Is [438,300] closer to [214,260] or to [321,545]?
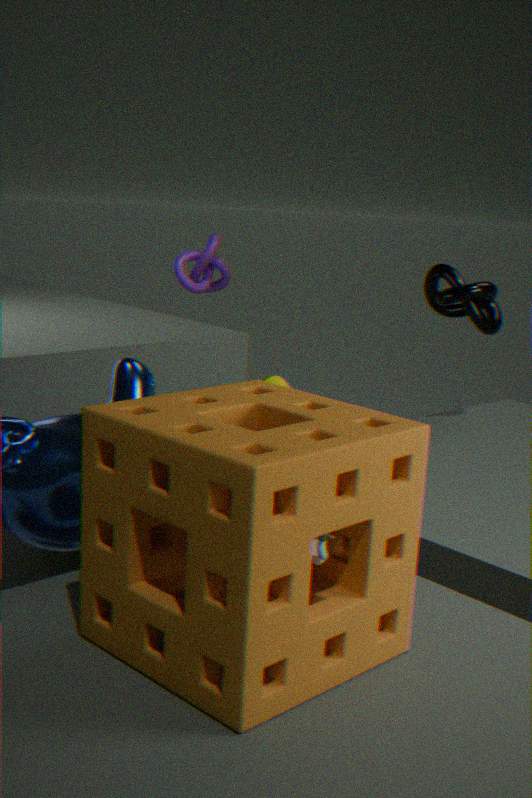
[214,260]
